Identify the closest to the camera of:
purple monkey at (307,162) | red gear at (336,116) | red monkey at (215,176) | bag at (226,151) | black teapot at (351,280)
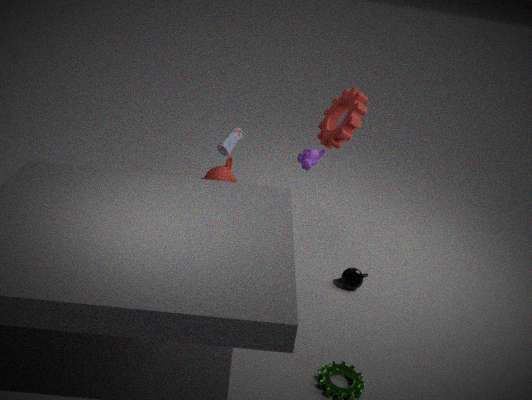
black teapot at (351,280)
